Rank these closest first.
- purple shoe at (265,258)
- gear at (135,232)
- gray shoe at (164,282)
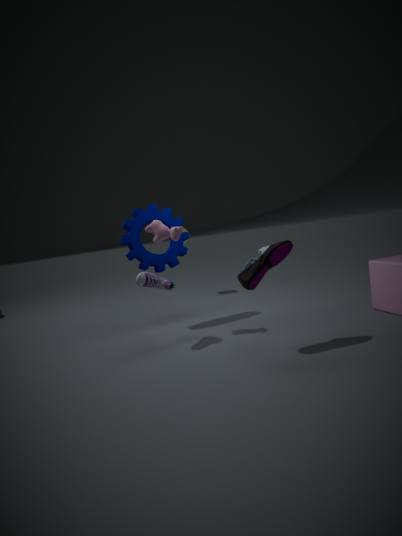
purple shoe at (265,258) < gray shoe at (164,282) < gear at (135,232)
